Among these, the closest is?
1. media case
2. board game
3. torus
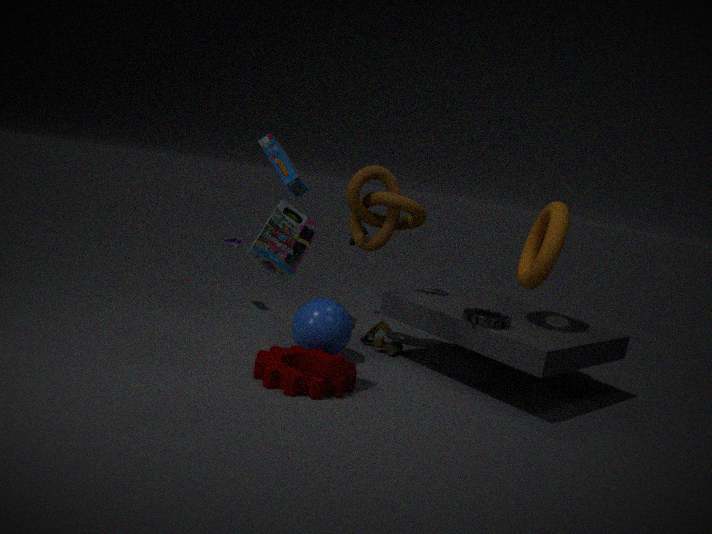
media case
